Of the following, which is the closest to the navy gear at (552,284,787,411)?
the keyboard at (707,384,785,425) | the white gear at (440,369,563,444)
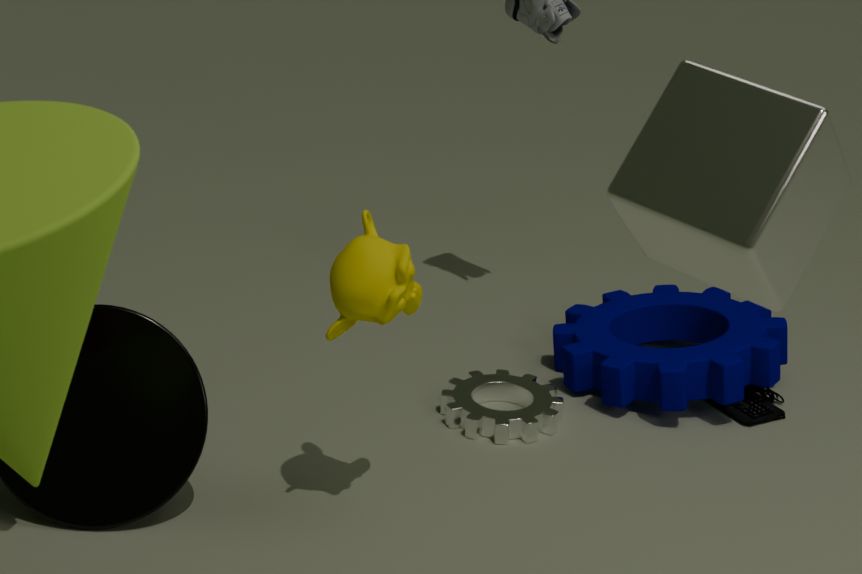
the keyboard at (707,384,785,425)
